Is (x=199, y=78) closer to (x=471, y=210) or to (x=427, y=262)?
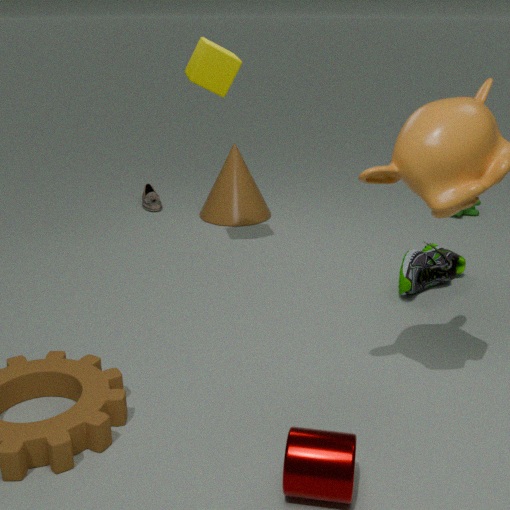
(x=427, y=262)
